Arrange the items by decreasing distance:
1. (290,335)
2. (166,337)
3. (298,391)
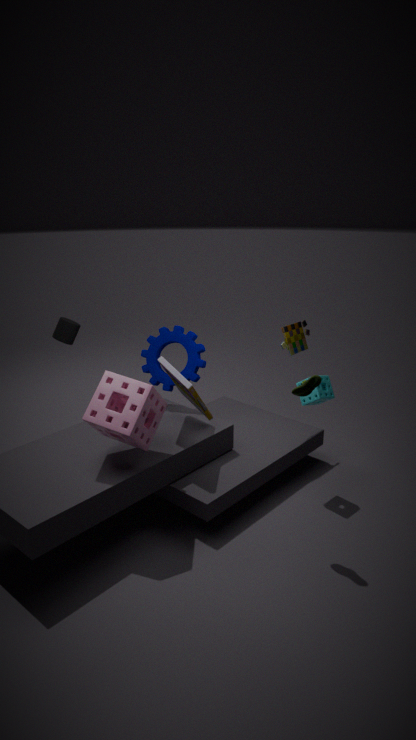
(290,335)
(166,337)
(298,391)
